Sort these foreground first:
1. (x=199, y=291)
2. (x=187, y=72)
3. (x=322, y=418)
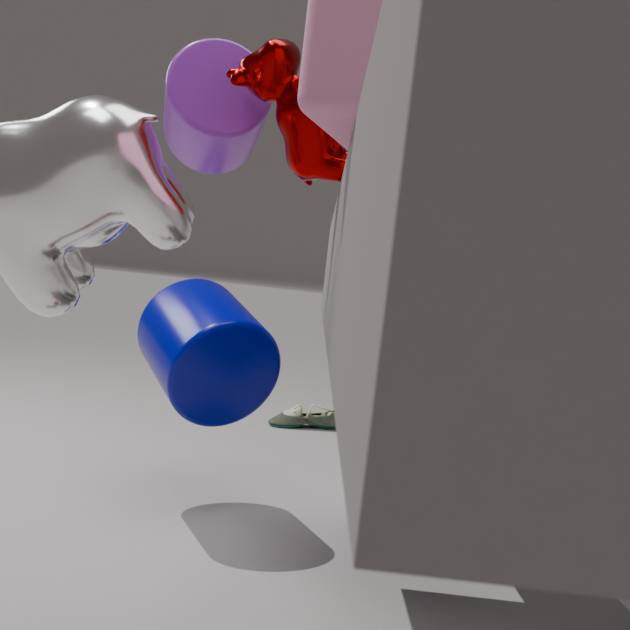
(x=187, y=72) → (x=199, y=291) → (x=322, y=418)
